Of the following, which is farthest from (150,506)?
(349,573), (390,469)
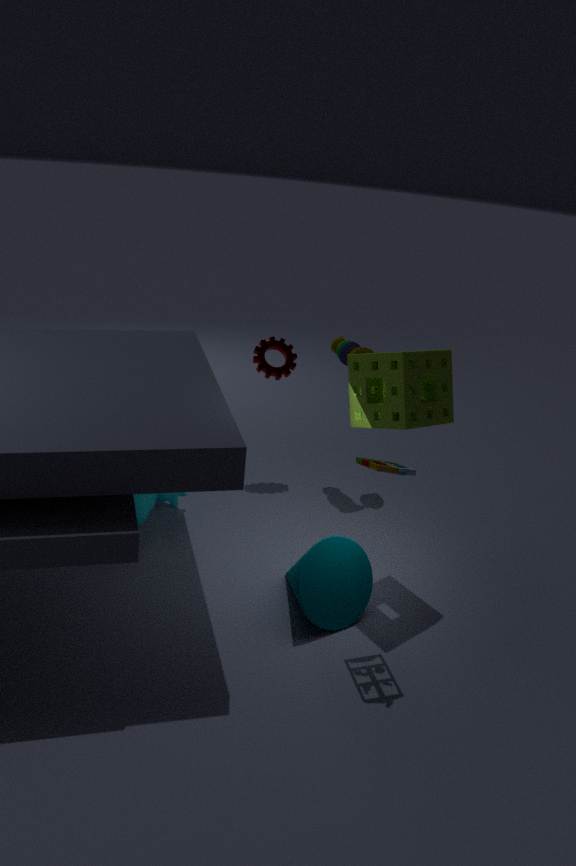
(390,469)
